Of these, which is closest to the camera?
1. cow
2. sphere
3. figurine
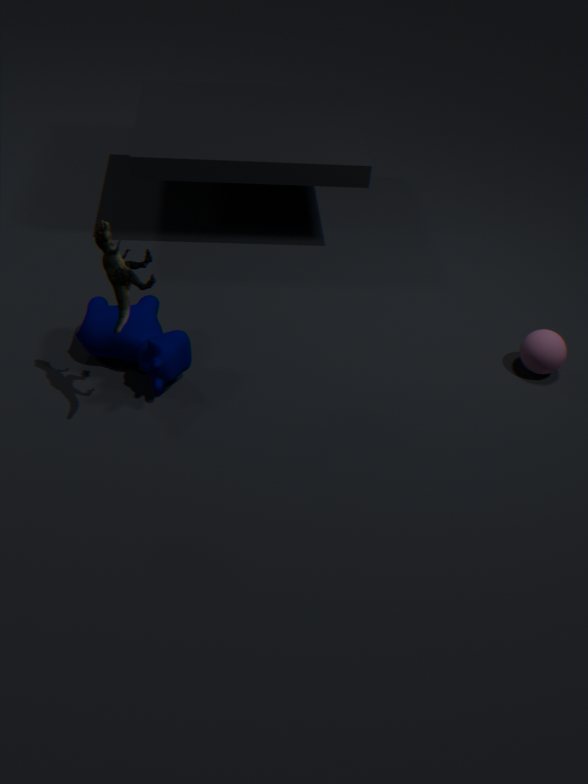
figurine
